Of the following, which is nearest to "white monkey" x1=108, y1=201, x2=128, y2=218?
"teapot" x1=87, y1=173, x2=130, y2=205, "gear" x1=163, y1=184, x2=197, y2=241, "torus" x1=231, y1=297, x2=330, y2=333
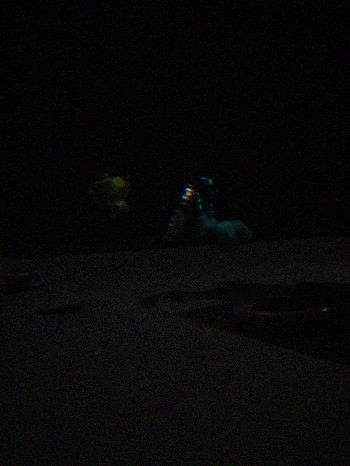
"teapot" x1=87, y1=173, x2=130, y2=205
